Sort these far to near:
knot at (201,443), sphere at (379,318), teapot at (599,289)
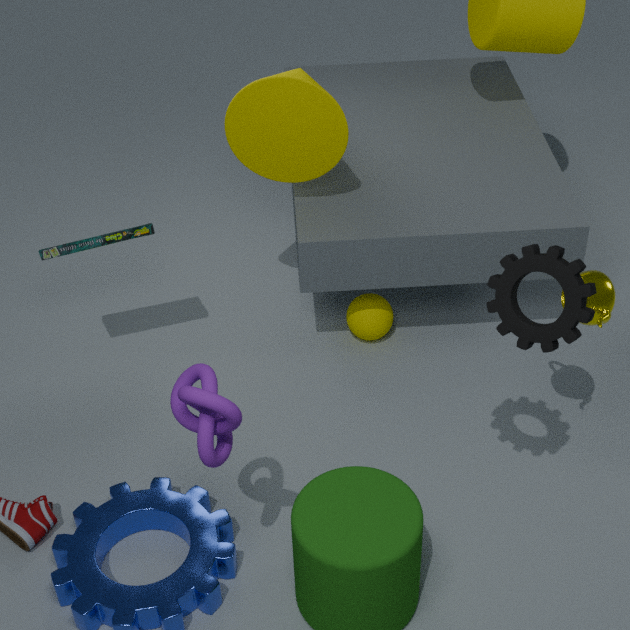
sphere at (379,318) → teapot at (599,289) → knot at (201,443)
